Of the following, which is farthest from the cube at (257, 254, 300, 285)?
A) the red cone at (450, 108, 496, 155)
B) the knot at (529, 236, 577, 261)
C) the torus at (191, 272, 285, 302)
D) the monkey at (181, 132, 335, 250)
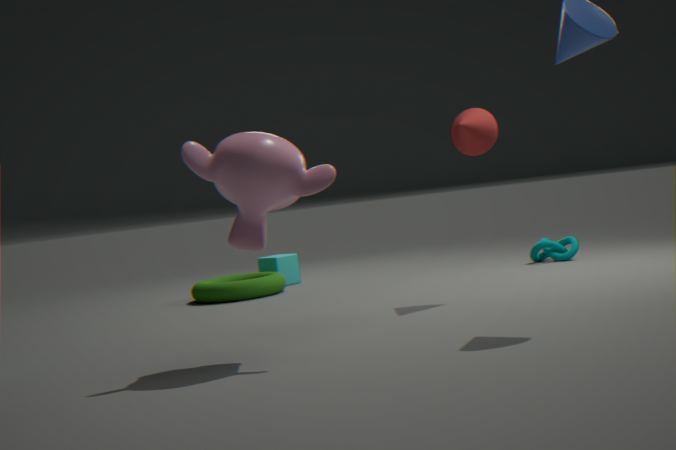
the monkey at (181, 132, 335, 250)
